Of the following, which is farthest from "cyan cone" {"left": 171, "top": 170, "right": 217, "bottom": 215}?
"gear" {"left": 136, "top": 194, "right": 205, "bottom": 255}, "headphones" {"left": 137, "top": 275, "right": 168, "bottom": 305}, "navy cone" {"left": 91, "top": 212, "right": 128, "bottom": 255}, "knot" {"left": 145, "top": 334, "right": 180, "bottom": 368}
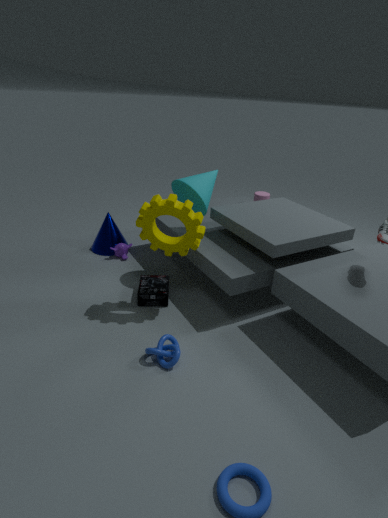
"knot" {"left": 145, "top": 334, "right": 180, "bottom": 368}
